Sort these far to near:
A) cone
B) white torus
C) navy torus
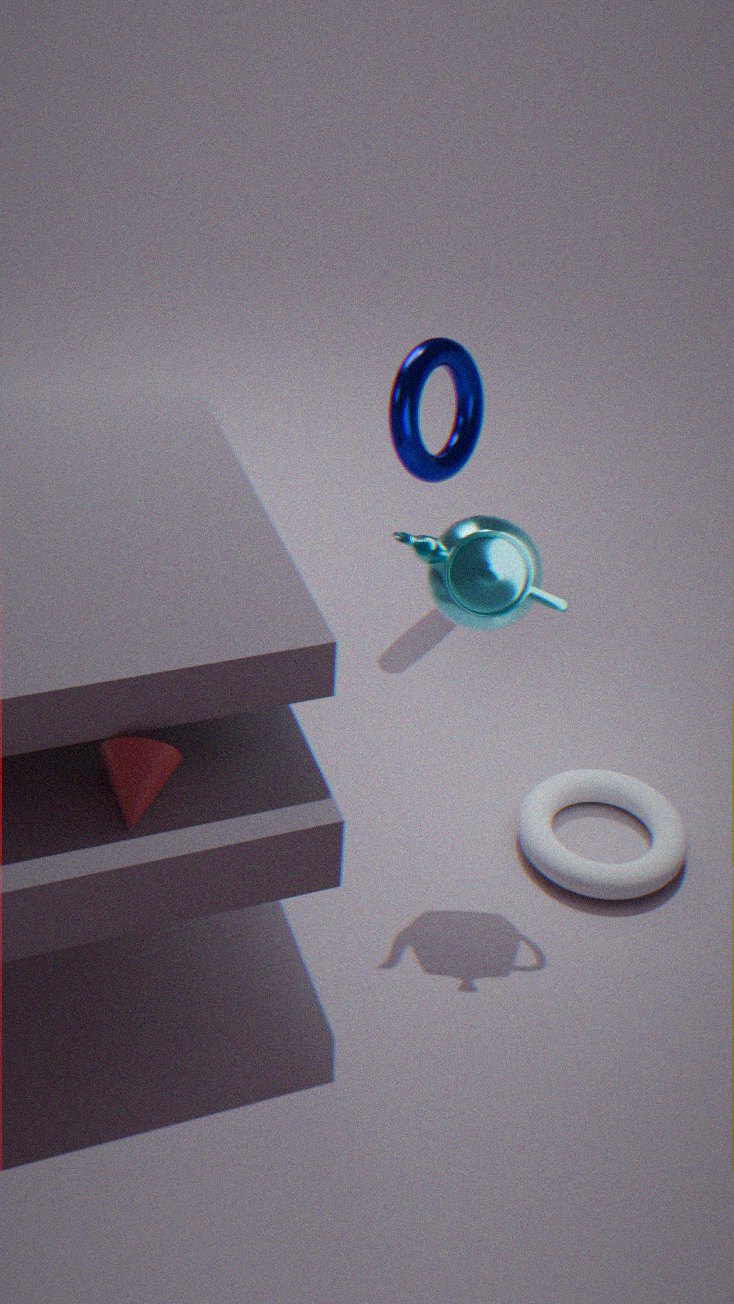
navy torus, white torus, cone
